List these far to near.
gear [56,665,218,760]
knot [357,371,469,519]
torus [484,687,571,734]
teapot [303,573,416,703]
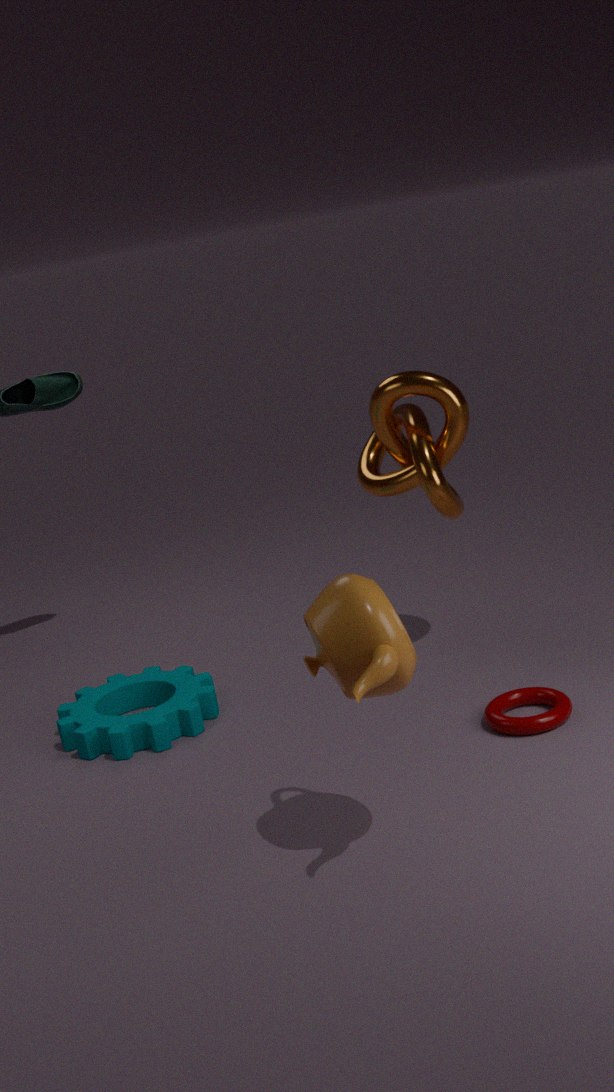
knot [357,371,469,519] → gear [56,665,218,760] → torus [484,687,571,734] → teapot [303,573,416,703]
